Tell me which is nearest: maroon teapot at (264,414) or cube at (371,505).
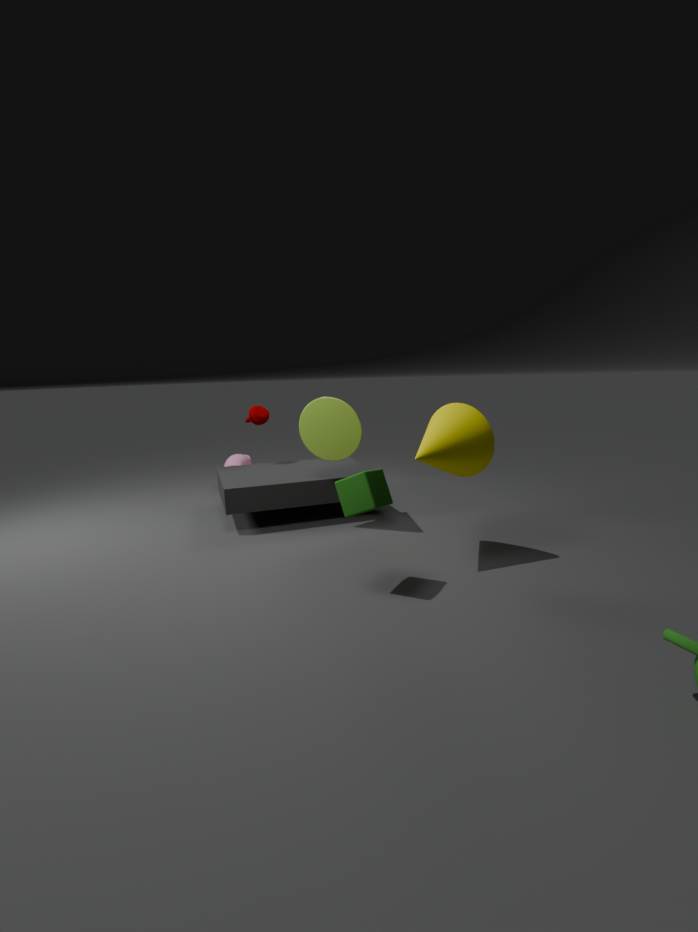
cube at (371,505)
